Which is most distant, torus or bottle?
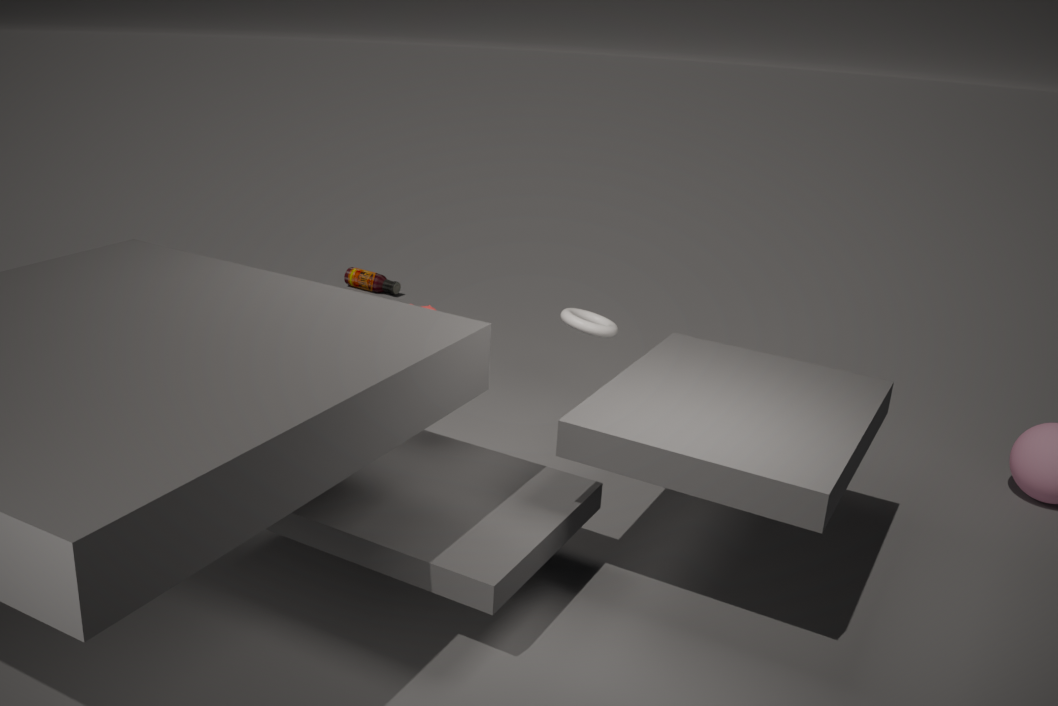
bottle
